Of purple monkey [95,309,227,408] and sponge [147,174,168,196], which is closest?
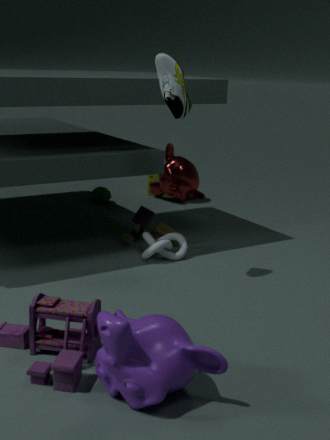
purple monkey [95,309,227,408]
